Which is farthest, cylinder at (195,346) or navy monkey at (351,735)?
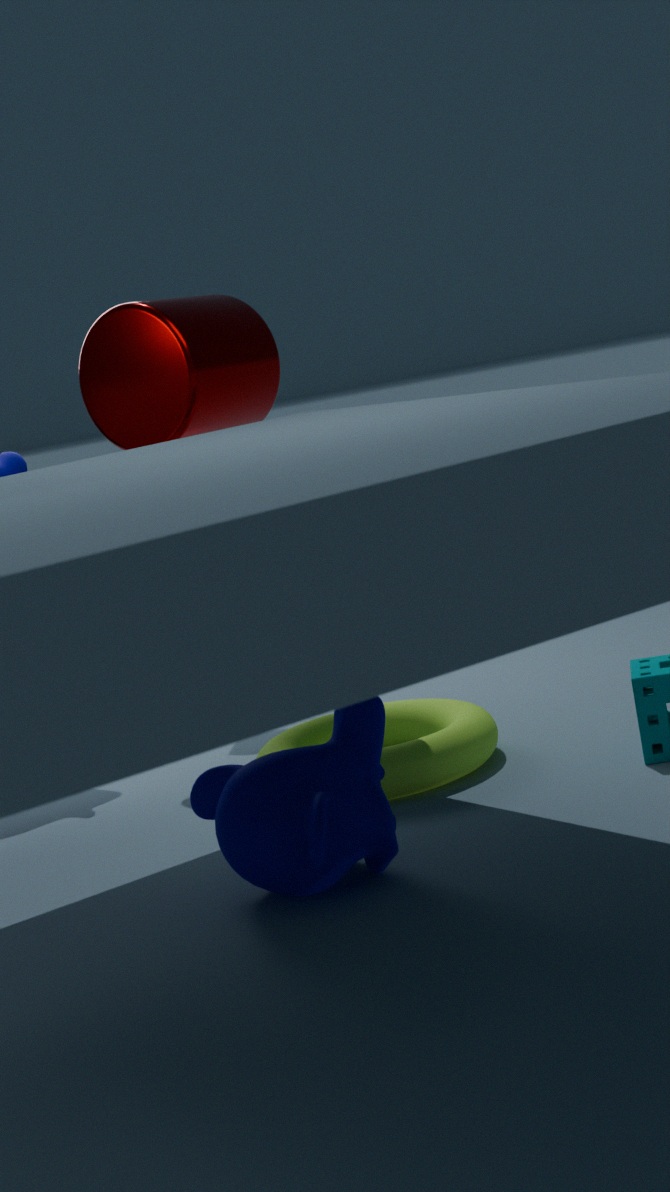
cylinder at (195,346)
